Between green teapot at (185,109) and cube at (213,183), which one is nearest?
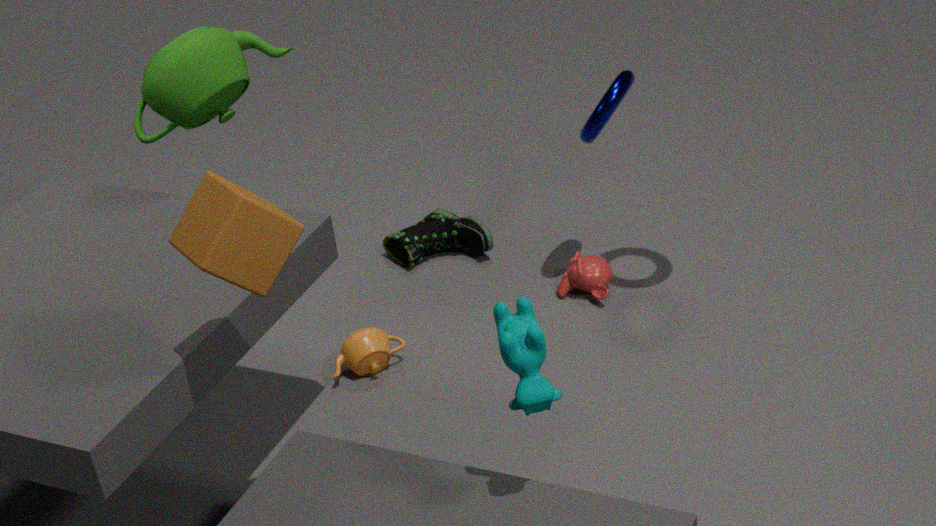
cube at (213,183)
